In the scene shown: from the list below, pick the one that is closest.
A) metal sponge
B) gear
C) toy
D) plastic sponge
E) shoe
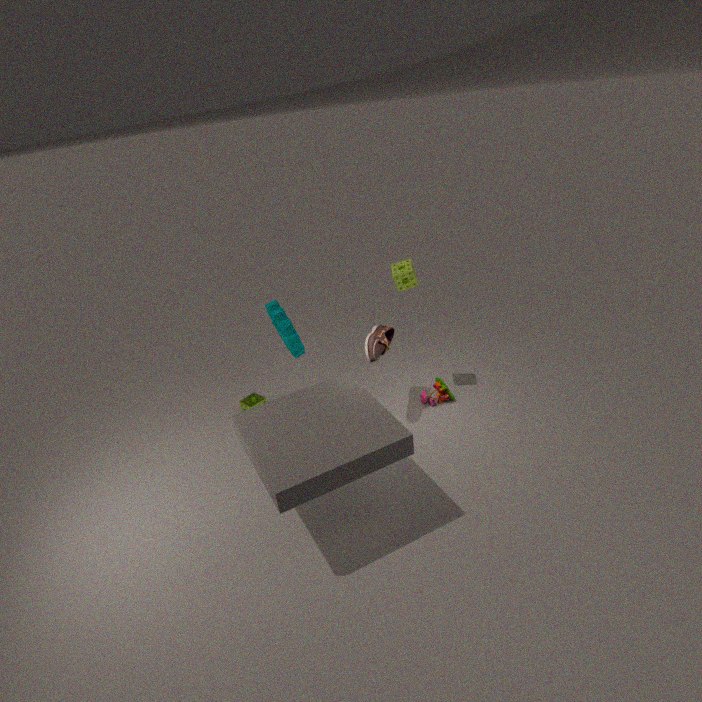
shoe
